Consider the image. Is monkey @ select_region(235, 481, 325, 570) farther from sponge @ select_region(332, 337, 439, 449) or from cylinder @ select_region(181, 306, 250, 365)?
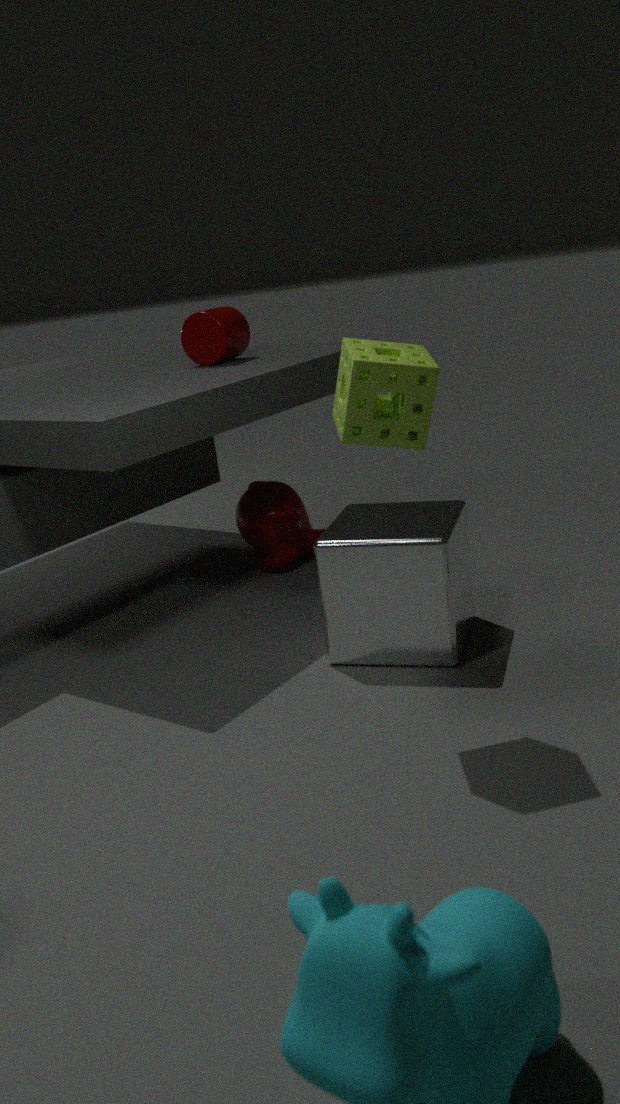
sponge @ select_region(332, 337, 439, 449)
